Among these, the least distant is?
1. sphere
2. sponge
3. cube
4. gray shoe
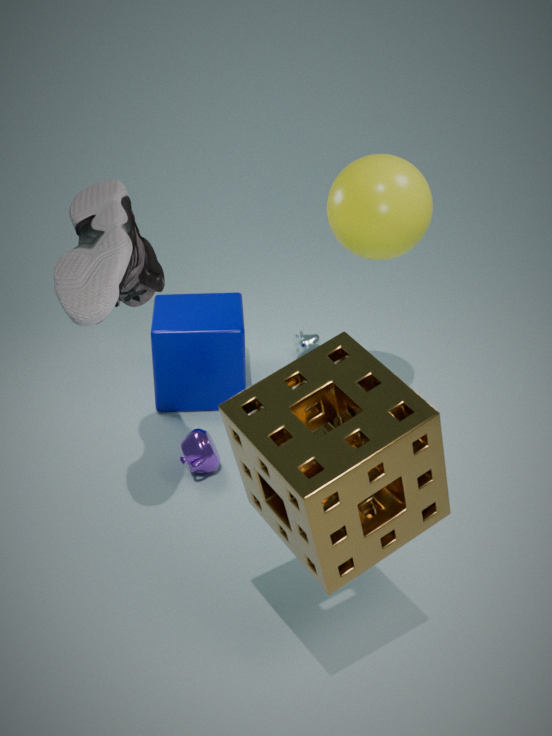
sponge
